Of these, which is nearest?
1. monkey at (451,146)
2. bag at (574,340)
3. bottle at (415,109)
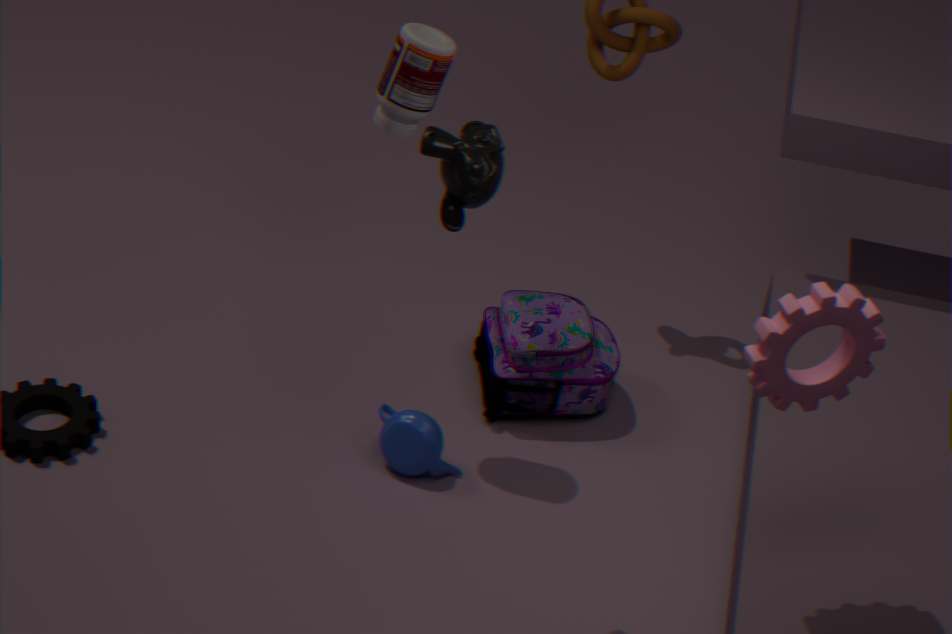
monkey at (451,146)
